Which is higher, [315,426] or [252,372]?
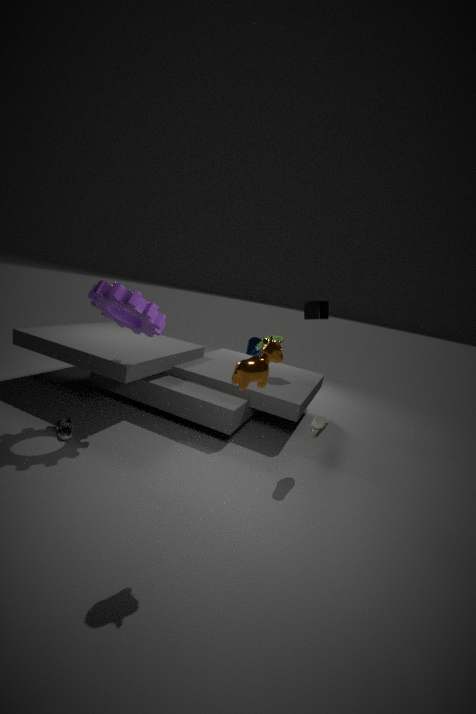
[252,372]
